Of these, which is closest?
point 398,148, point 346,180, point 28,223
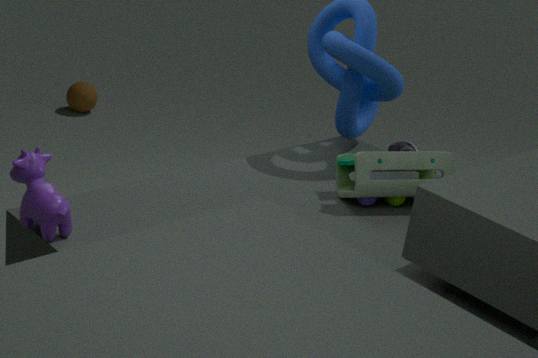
point 28,223
